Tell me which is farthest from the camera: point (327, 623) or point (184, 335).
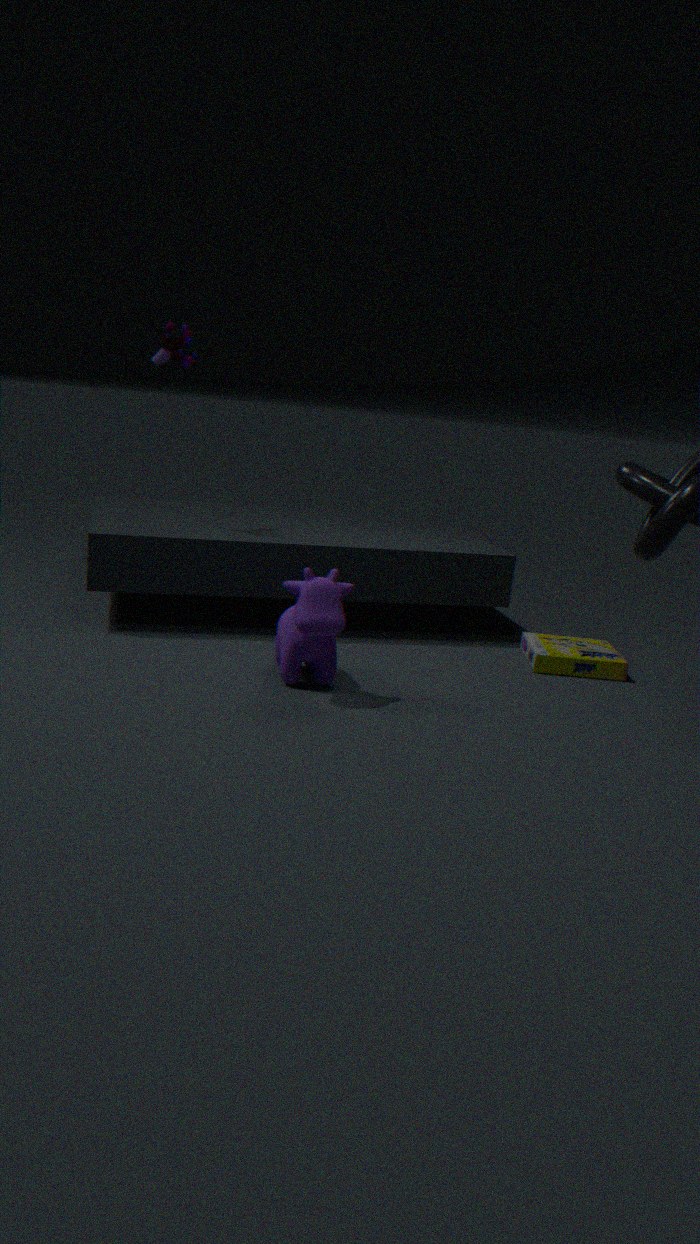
point (184, 335)
